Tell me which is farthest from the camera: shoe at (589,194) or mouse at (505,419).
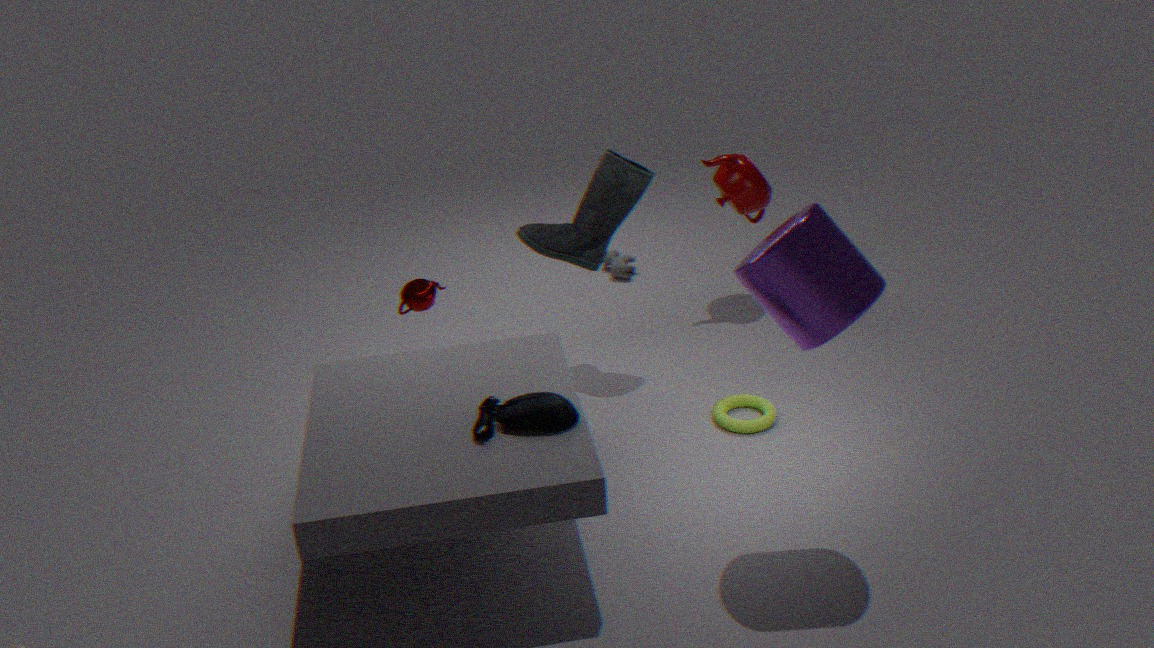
shoe at (589,194)
